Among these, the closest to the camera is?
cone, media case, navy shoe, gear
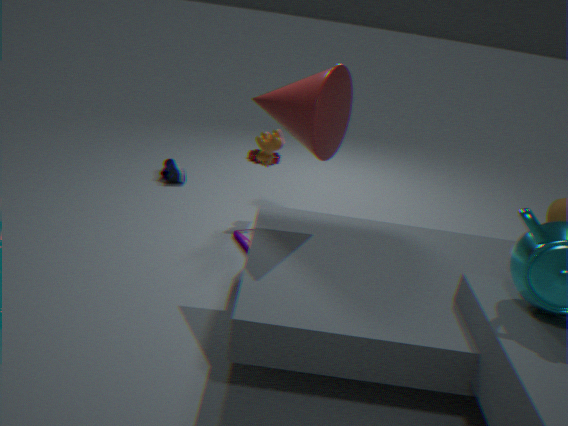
cone
